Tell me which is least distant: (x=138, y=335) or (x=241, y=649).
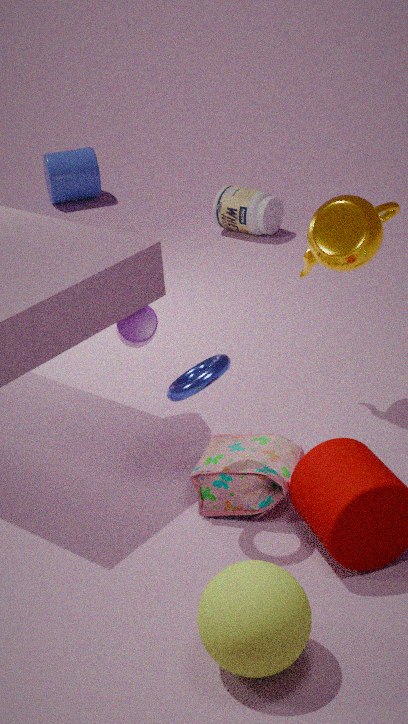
(x=241, y=649)
